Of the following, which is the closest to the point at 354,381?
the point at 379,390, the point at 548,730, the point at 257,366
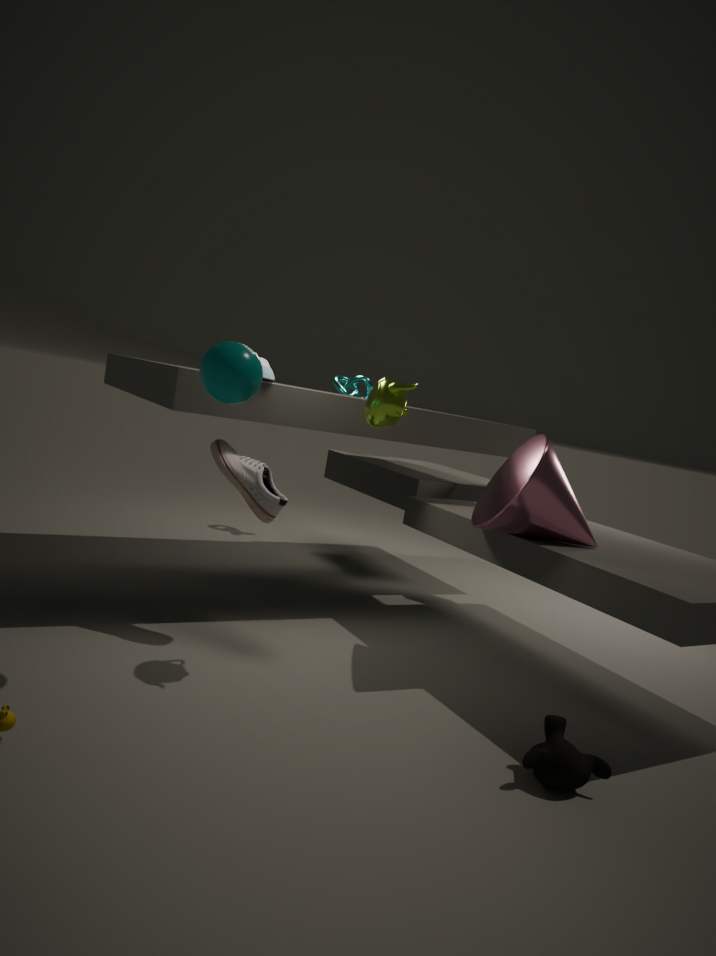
the point at 379,390
